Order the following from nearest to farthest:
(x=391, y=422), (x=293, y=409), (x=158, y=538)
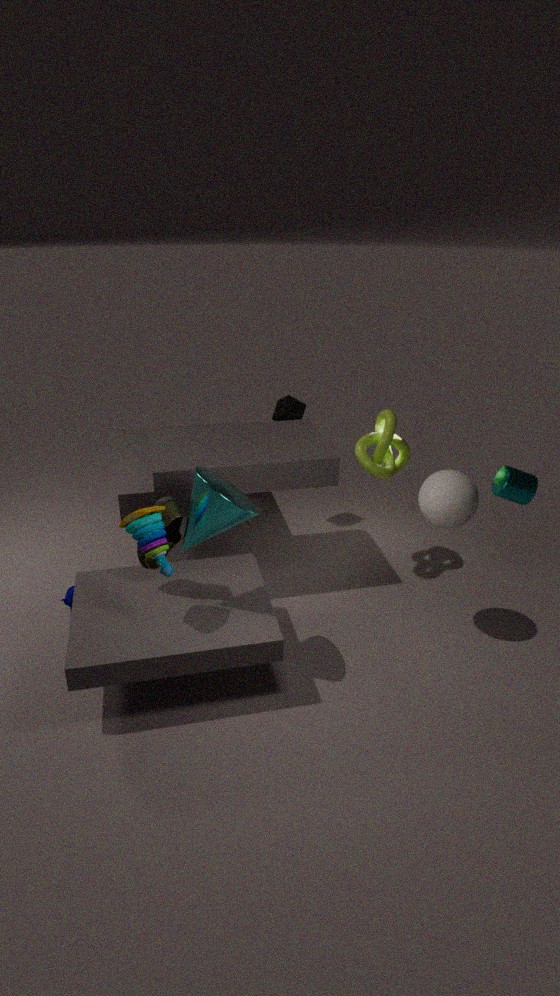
(x=158, y=538) → (x=391, y=422) → (x=293, y=409)
